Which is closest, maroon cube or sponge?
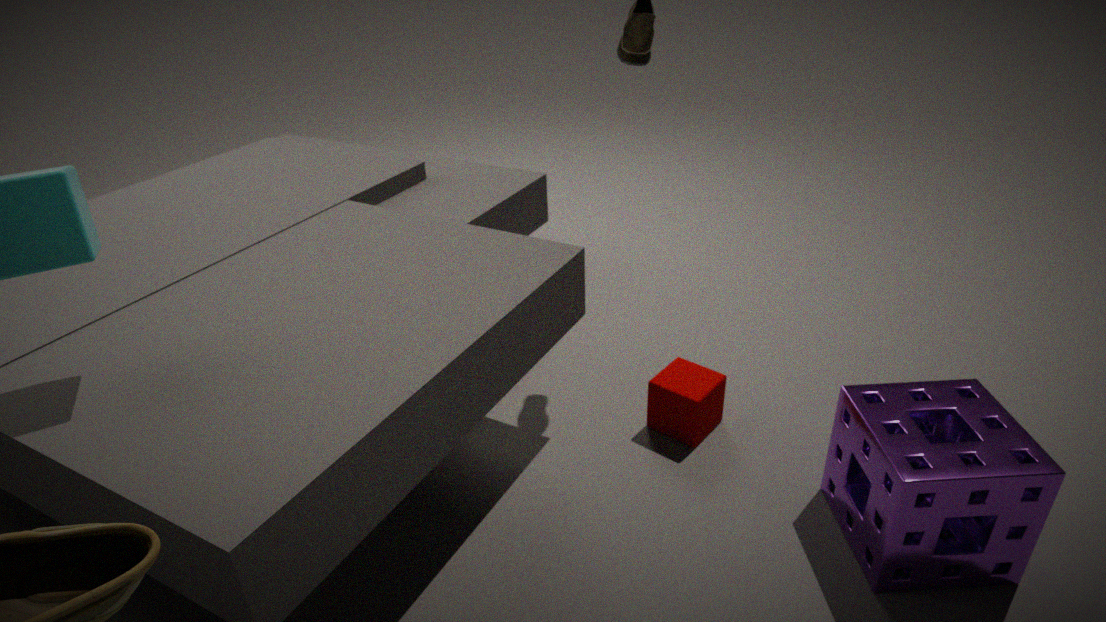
sponge
